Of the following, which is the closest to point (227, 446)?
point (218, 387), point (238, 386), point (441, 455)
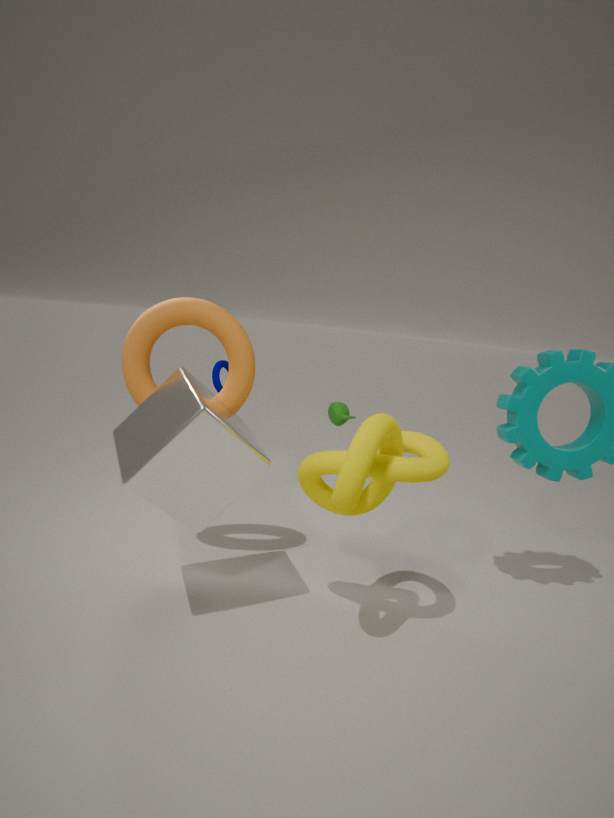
point (238, 386)
